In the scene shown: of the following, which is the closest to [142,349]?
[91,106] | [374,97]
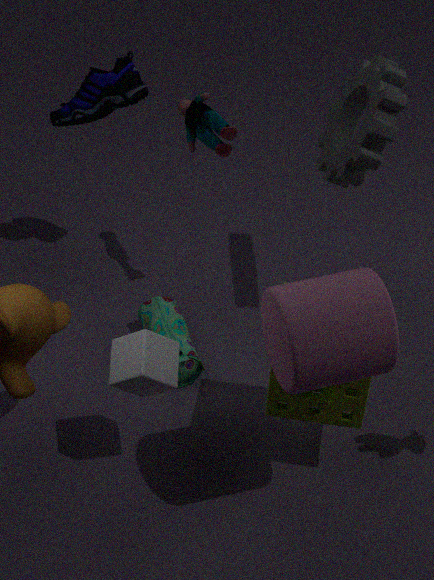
[91,106]
